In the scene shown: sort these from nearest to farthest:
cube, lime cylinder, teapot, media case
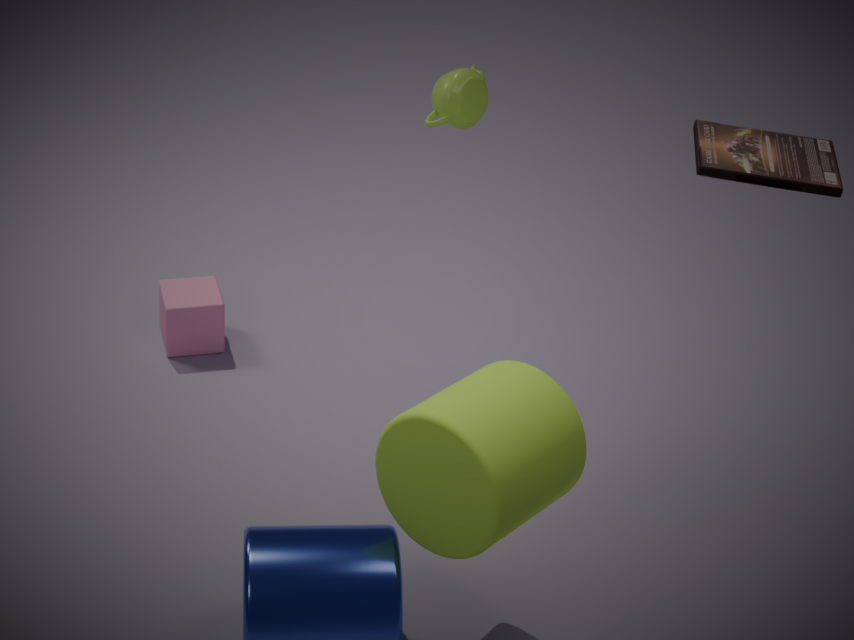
lime cylinder < media case < teapot < cube
